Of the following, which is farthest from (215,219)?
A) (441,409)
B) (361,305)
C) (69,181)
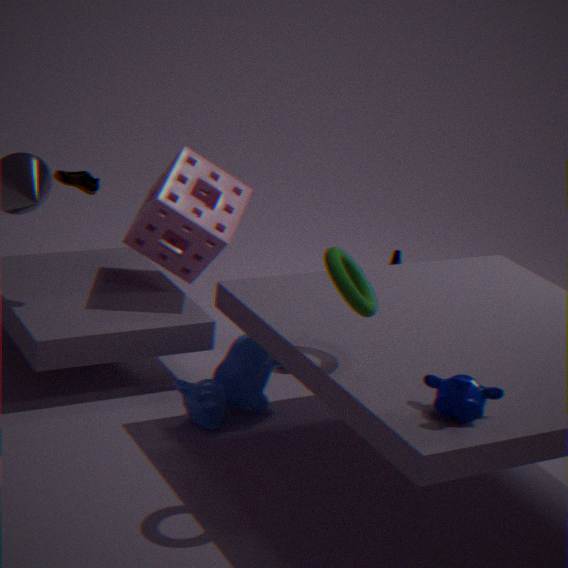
(441,409)
